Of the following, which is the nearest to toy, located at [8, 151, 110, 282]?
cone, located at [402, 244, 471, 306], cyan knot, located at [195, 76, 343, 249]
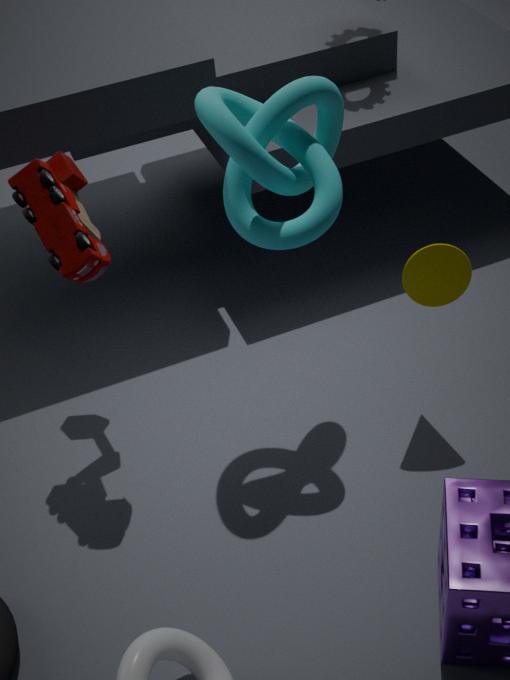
cyan knot, located at [195, 76, 343, 249]
